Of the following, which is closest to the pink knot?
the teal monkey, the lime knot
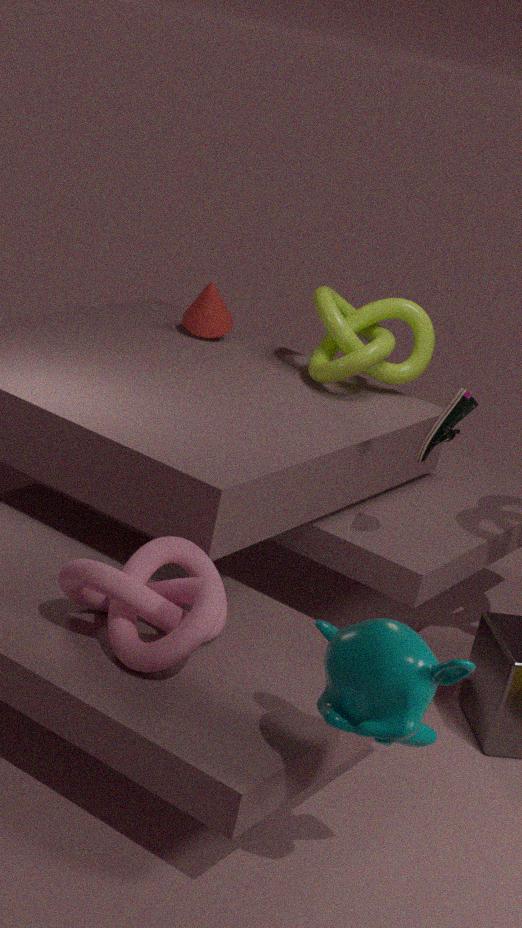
the teal monkey
